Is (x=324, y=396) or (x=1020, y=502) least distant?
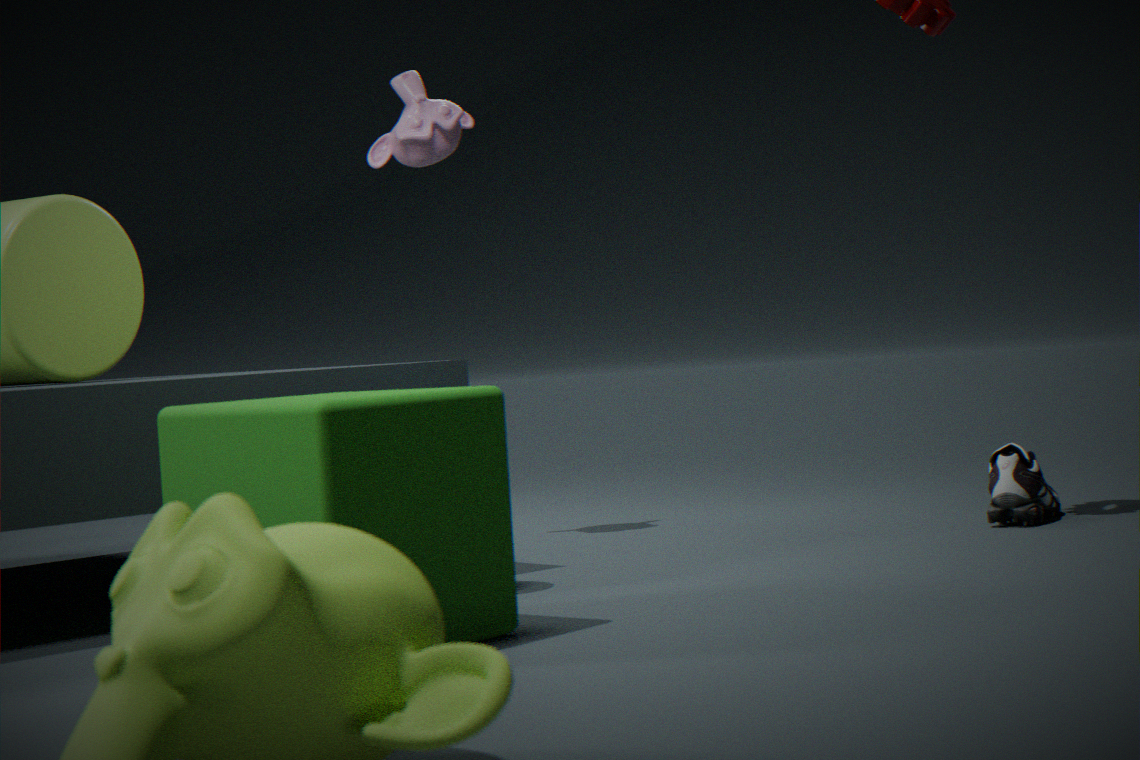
(x=324, y=396)
